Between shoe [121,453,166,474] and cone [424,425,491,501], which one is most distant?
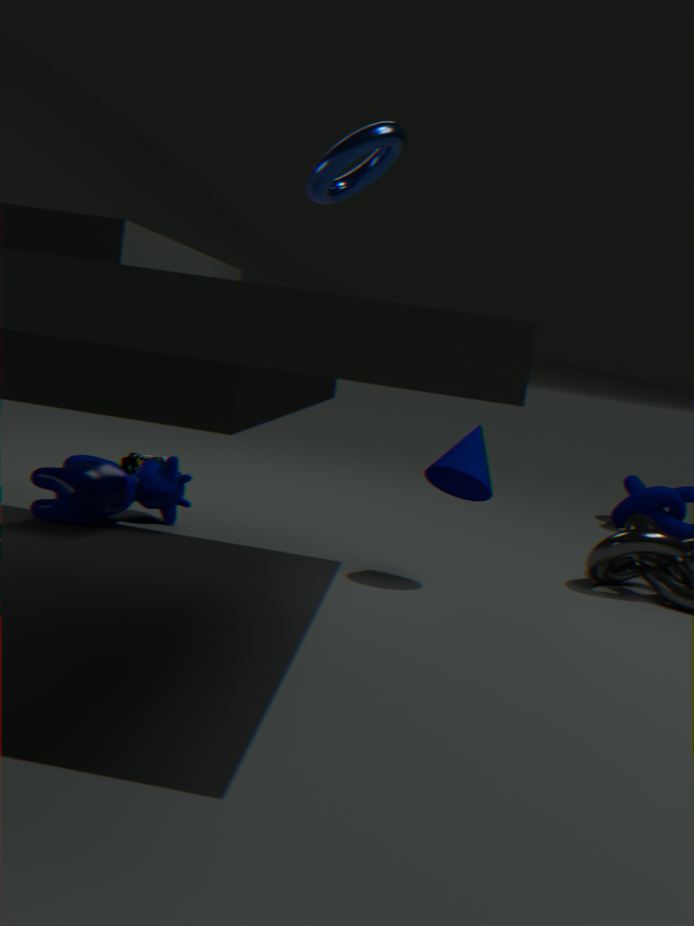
shoe [121,453,166,474]
